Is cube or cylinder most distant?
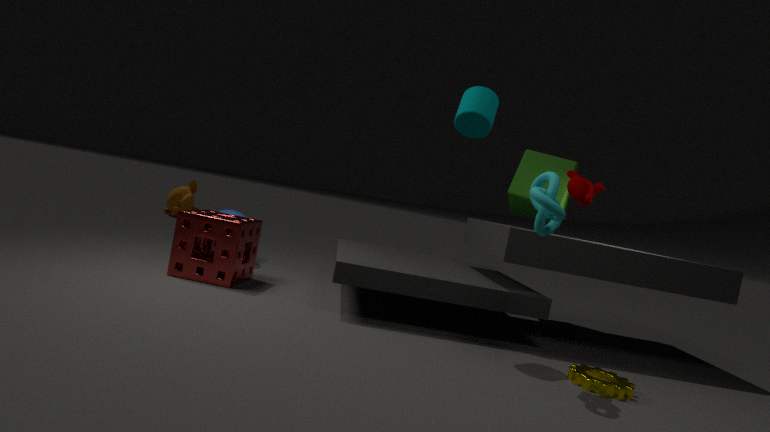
cube
